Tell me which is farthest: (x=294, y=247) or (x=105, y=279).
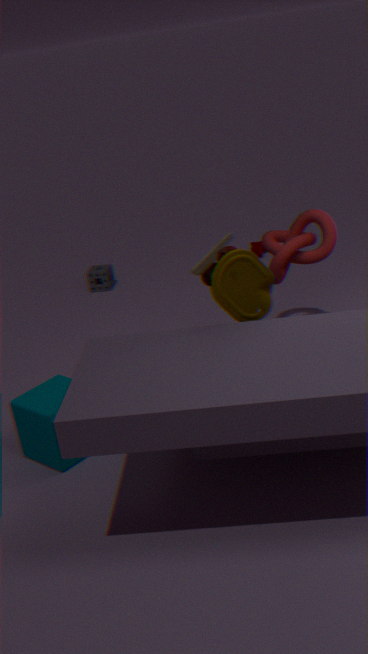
(x=105, y=279)
